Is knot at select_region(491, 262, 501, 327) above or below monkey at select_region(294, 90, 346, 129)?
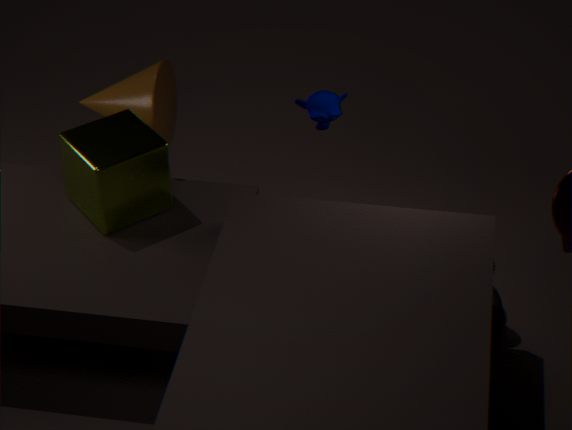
below
